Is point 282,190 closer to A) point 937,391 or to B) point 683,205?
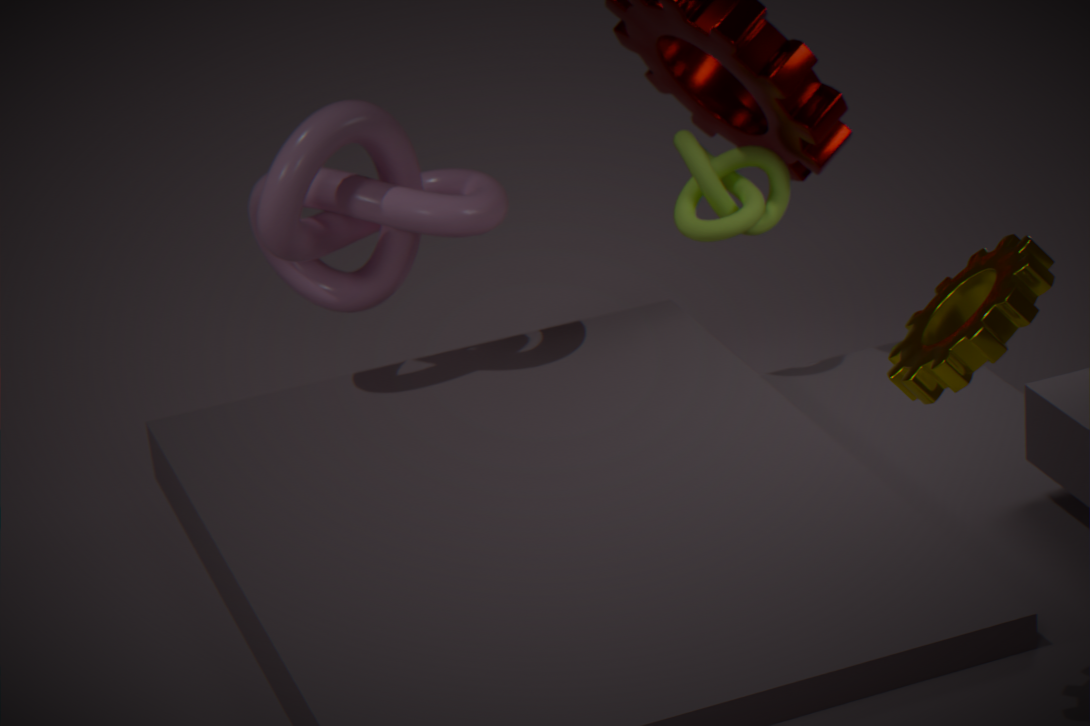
B) point 683,205
